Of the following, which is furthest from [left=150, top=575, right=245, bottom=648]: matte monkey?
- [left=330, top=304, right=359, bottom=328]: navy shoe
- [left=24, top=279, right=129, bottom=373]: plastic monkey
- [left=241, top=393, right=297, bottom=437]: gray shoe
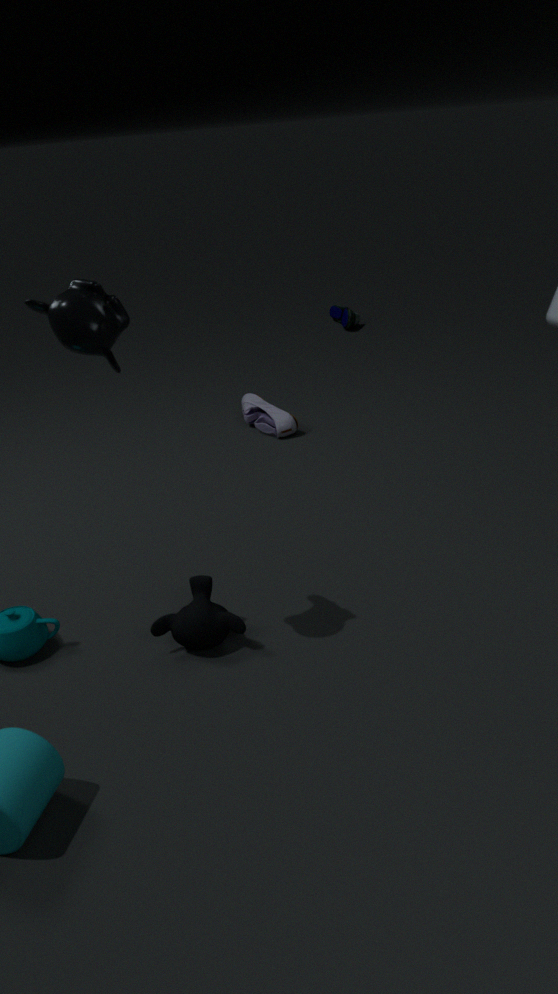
[left=330, top=304, right=359, bottom=328]: navy shoe
